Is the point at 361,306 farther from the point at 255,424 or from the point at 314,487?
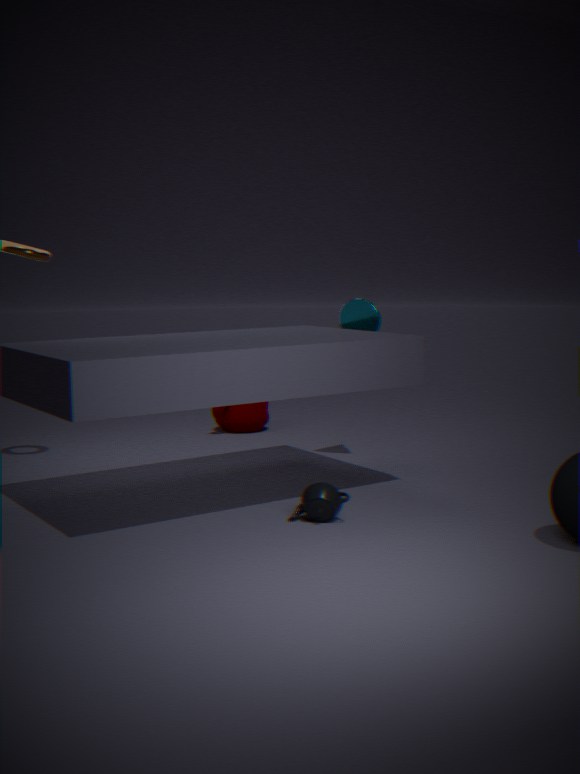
the point at 255,424
